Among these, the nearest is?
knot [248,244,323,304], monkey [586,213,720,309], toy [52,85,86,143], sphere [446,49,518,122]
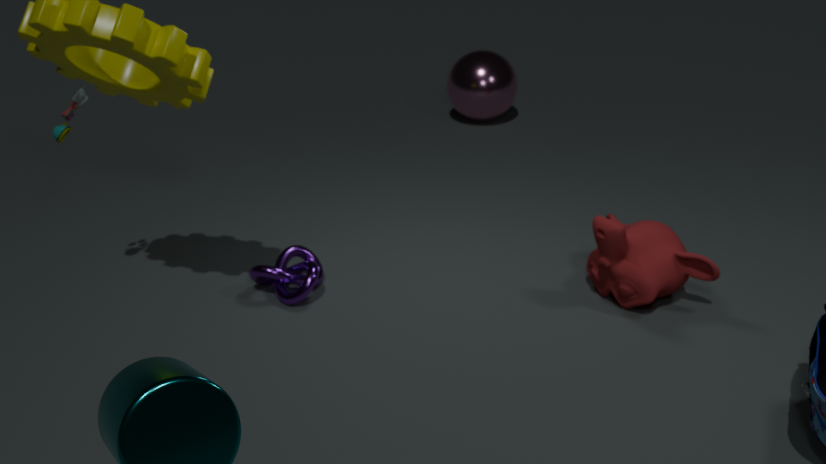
toy [52,85,86,143]
